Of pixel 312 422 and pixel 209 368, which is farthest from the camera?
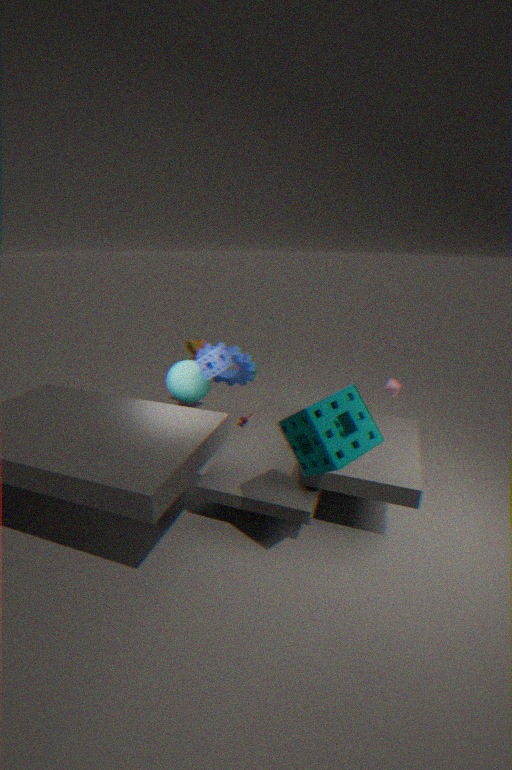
pixel 209 368
